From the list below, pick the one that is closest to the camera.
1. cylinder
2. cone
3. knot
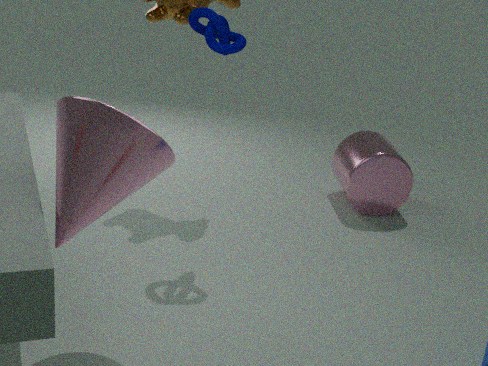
cone
